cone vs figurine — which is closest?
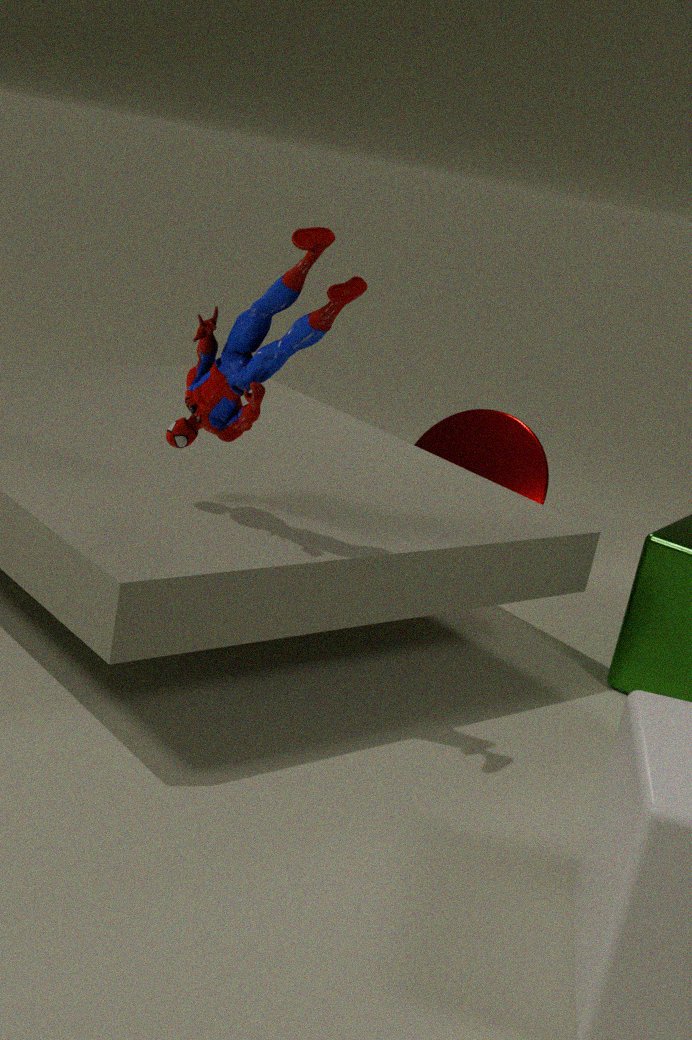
figurine
